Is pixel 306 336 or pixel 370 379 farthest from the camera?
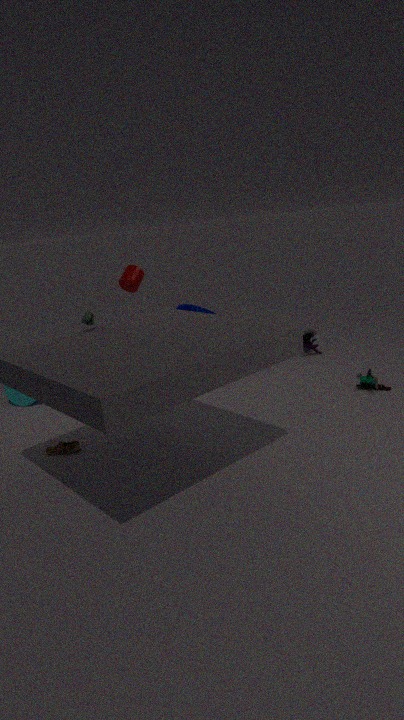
pixel 306 336
